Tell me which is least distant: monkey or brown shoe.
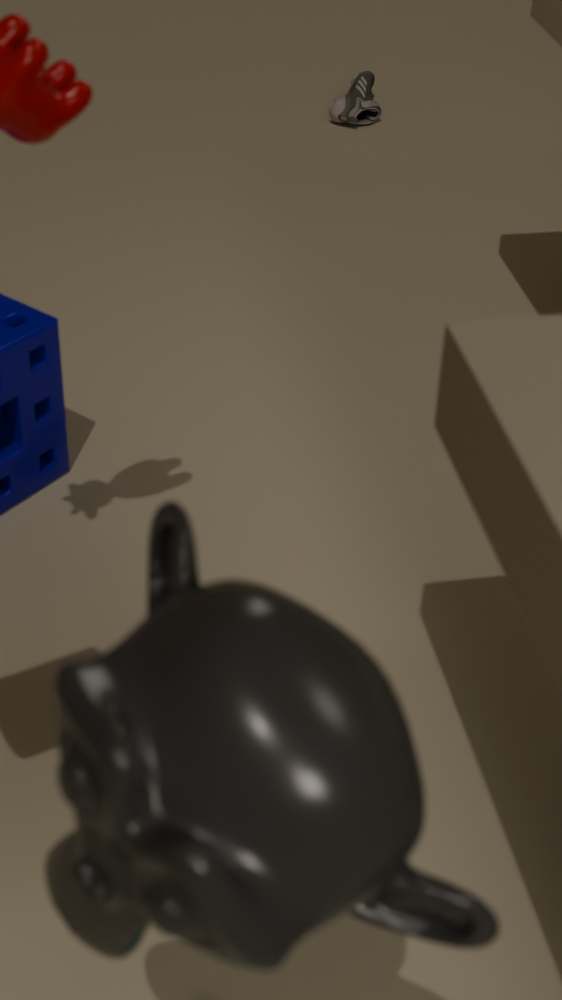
monkey
